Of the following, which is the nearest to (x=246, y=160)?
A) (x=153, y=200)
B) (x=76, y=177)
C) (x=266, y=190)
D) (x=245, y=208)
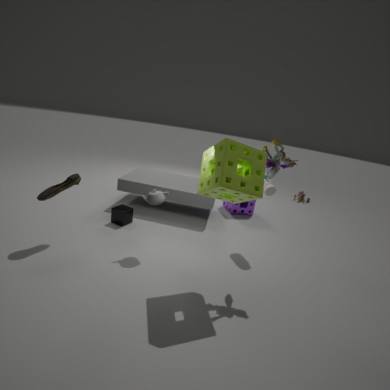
(x=153, y=200)
